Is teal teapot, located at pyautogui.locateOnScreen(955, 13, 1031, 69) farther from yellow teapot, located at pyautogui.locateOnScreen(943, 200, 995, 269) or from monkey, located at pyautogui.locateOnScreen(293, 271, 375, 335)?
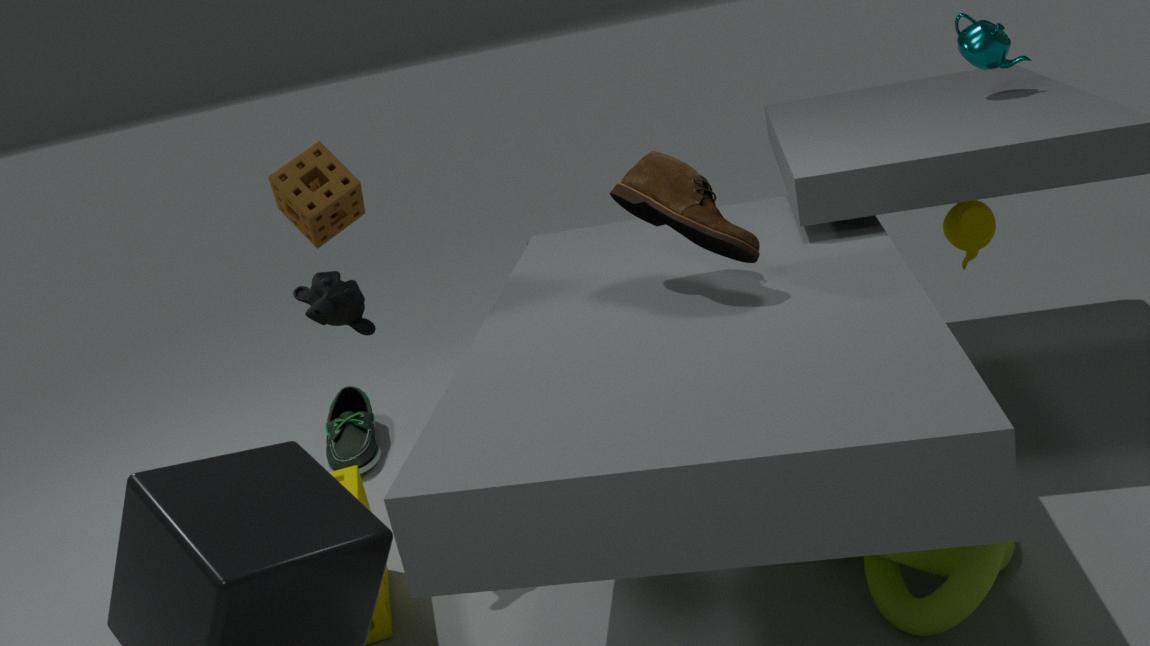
monkey, located at pyautogui.locateOnScreen(293, 271, 375, 335)
